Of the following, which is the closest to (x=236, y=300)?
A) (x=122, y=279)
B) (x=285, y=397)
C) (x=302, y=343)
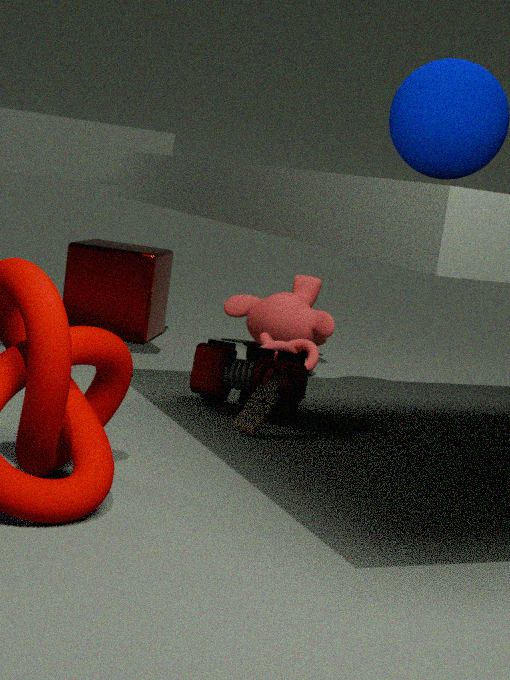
(x=302, y=343)
